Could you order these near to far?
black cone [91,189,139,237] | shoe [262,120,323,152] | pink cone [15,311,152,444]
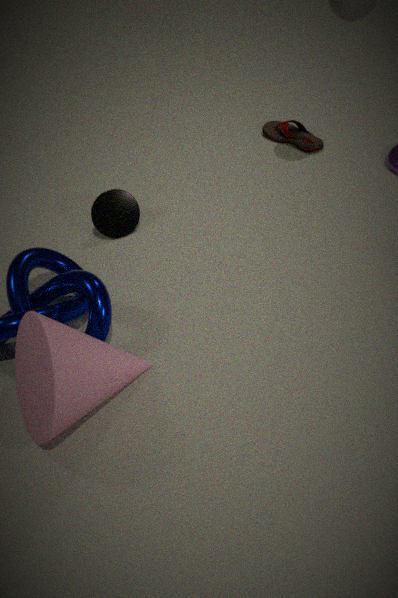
pink cone [15,311,152,444]
black cone [91,189,139,237]
shoe [262,120,323,152]
